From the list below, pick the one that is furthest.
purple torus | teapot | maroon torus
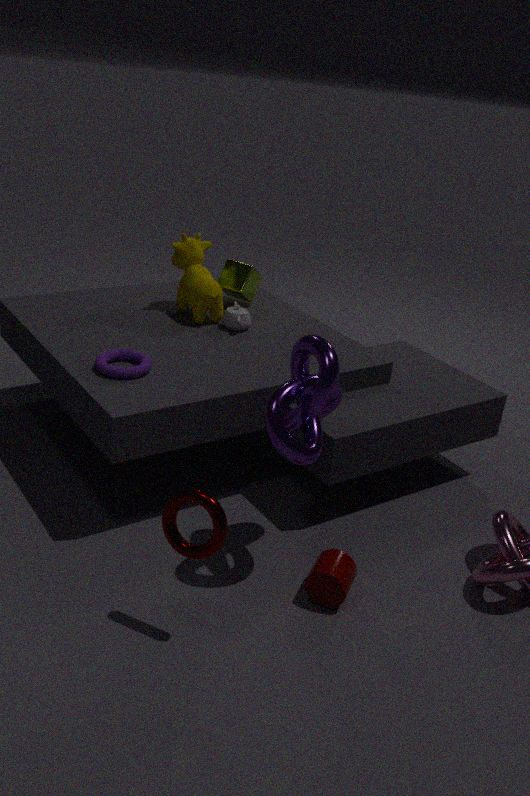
teapot
